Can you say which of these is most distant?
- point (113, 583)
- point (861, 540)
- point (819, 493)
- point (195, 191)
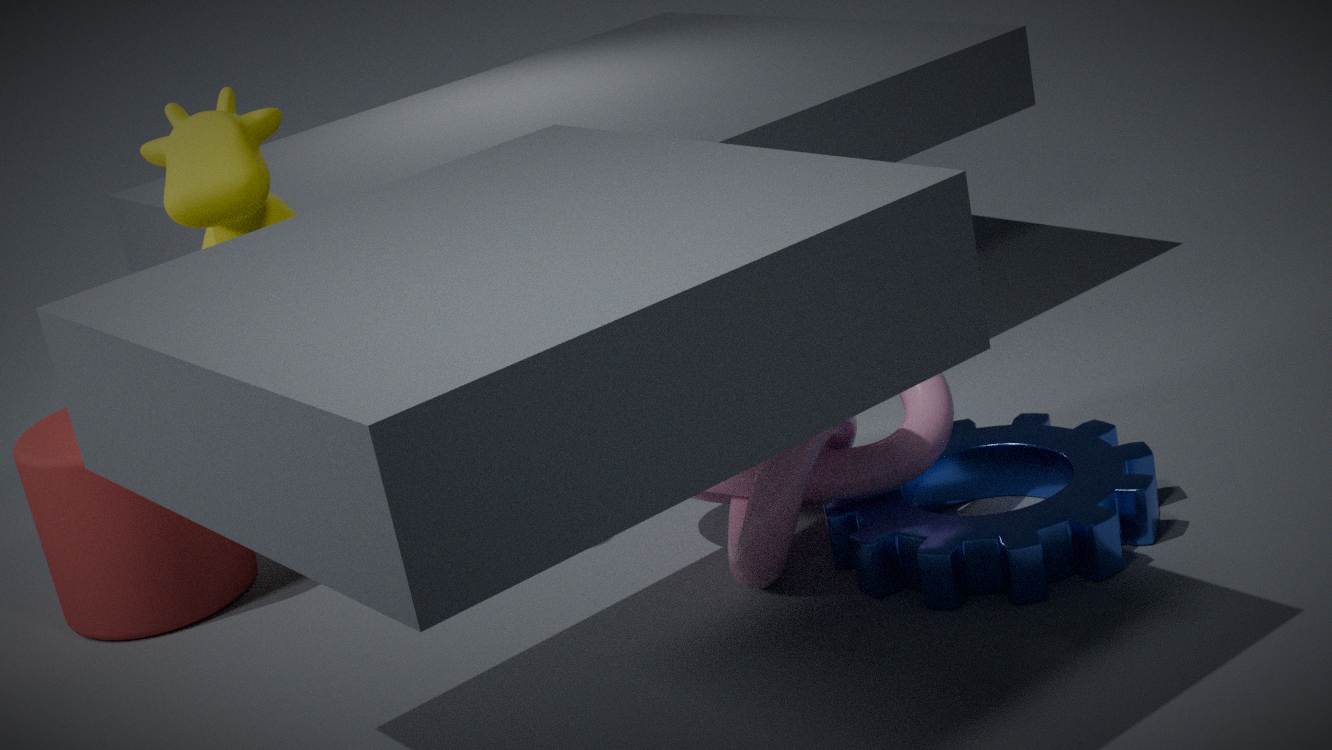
point (113, 583)
